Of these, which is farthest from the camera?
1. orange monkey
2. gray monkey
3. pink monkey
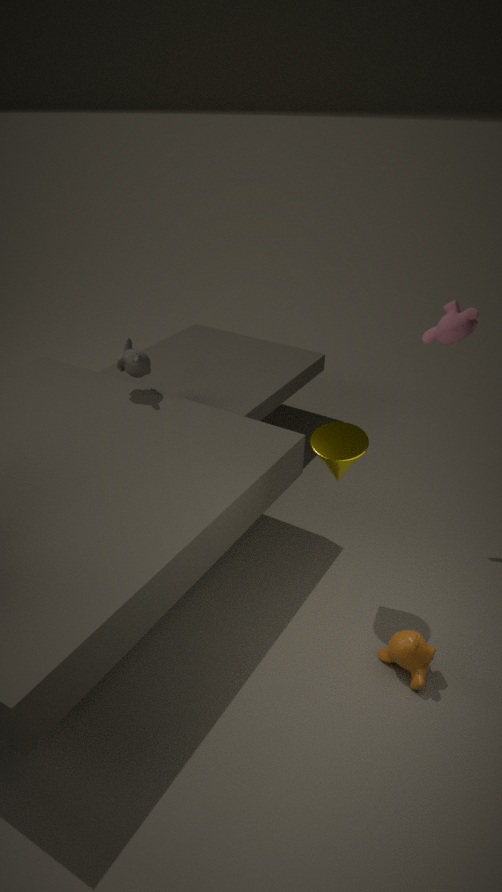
gray monkey
